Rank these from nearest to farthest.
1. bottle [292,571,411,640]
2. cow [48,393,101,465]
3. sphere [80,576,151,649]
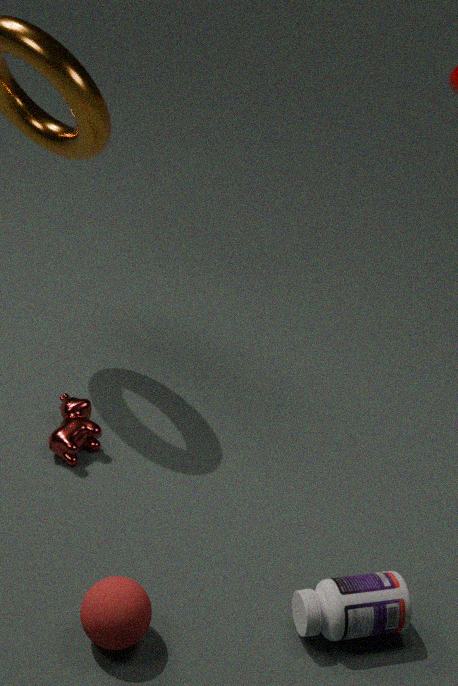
sphere [80,576,151,649], bottle [292,571,411,640], cow [48,393,101,465]
